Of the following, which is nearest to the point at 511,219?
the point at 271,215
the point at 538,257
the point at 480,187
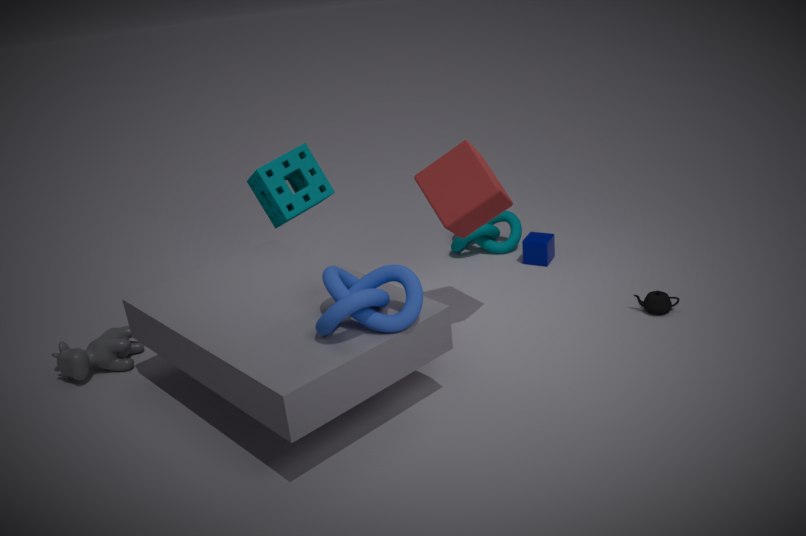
the point at 538,257
